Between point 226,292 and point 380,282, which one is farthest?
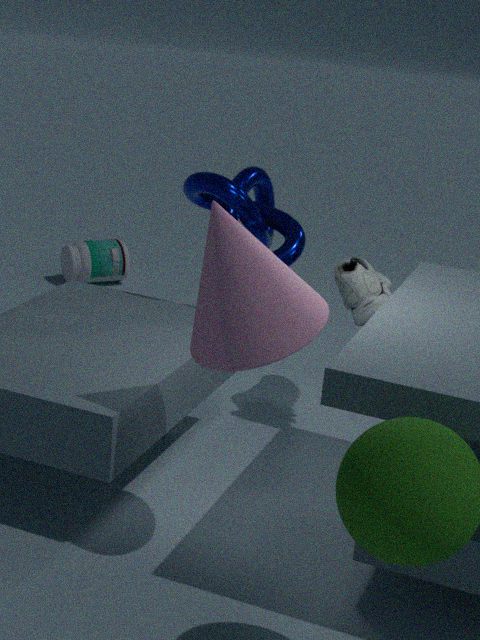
point 380,282
